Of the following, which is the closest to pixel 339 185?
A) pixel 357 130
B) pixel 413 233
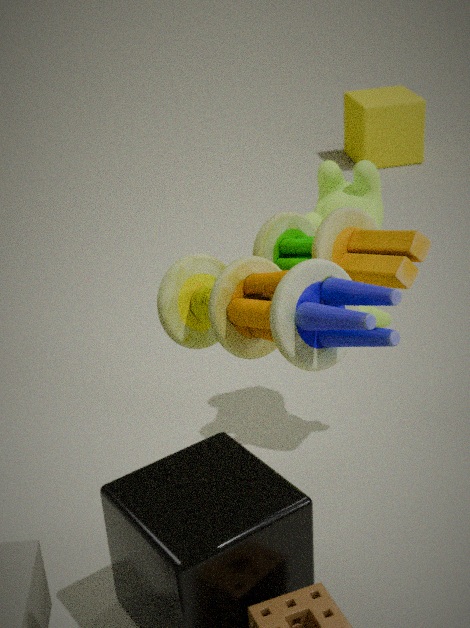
pixel 413 233
